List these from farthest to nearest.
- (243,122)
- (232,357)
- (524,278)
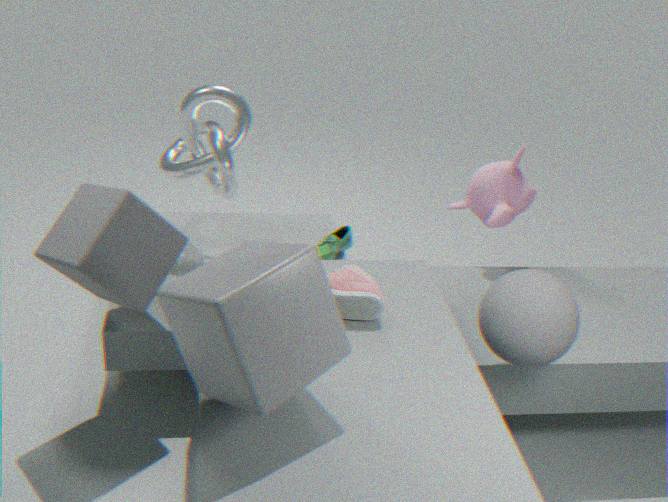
(243,122)
(524,278)
(232,357)
